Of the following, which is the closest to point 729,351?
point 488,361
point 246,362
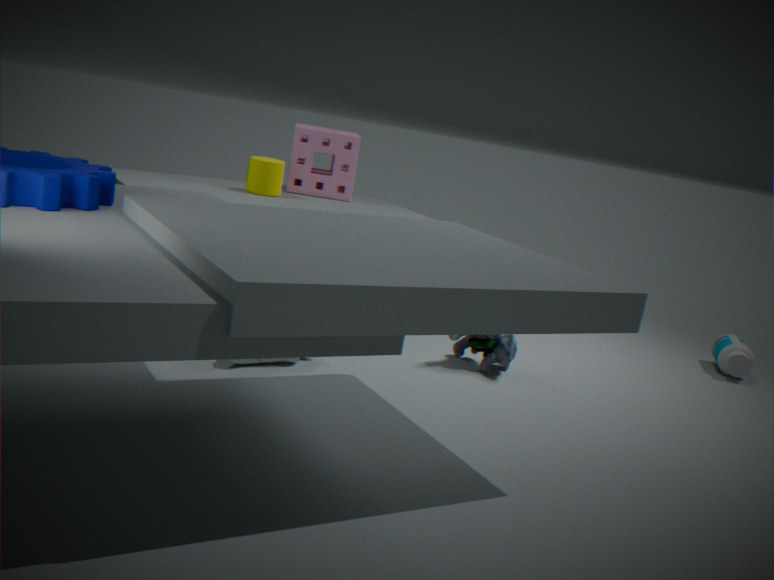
point 488,361
